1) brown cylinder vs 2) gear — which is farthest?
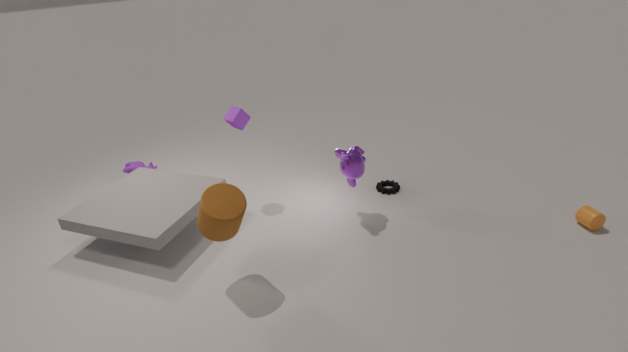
2. gear
